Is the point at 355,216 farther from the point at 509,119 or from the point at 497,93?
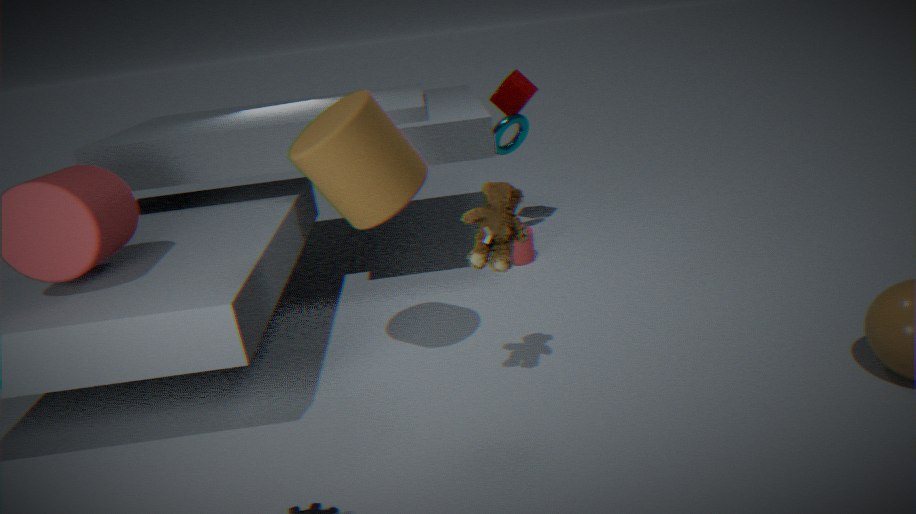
the point at 497,93
